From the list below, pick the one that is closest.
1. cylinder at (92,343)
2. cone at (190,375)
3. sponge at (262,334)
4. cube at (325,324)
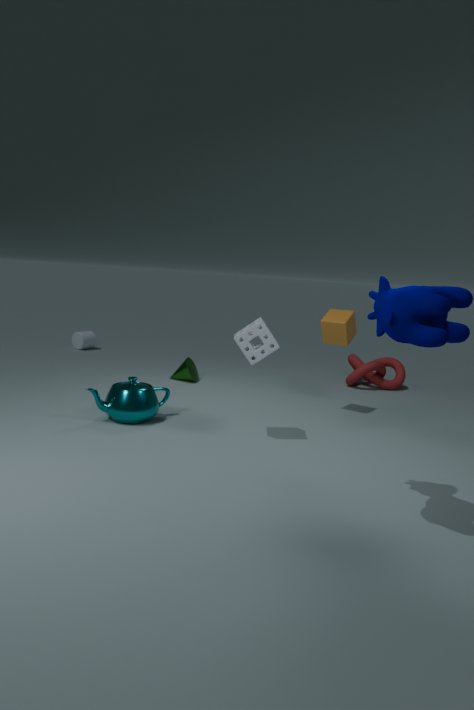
sponge at (262,334)
